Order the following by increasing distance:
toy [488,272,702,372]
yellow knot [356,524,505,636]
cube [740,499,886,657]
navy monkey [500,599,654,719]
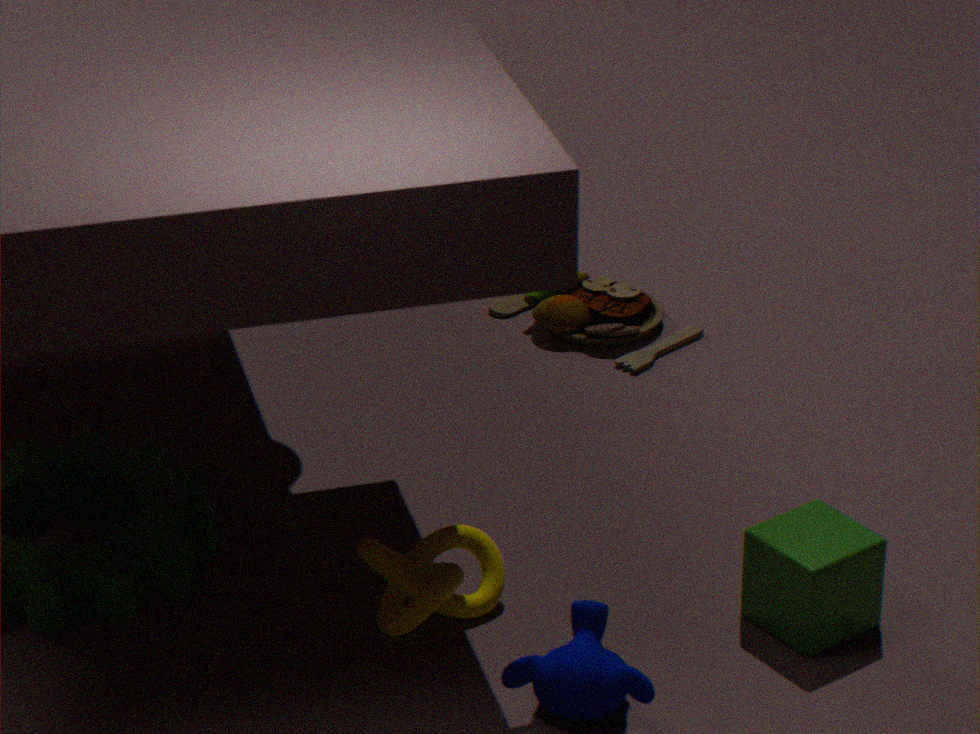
navy monkey [500,599,654,719] → cube [740,499,886,657] → yellow knot [356,524,505,636] → toy [488,272,702,372]
